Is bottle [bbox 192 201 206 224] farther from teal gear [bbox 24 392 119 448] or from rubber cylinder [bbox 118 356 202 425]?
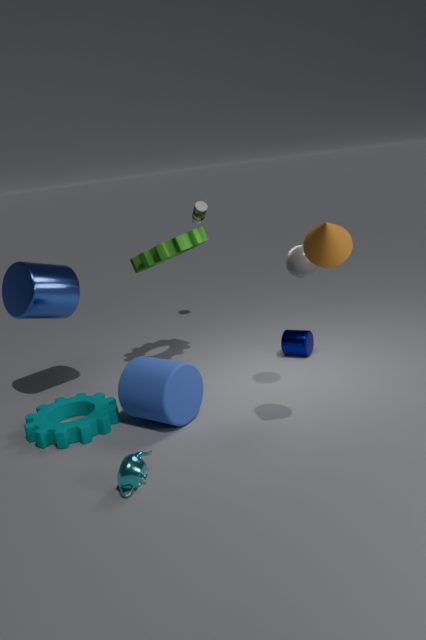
teal gear [bbox 24 392 119 448]
